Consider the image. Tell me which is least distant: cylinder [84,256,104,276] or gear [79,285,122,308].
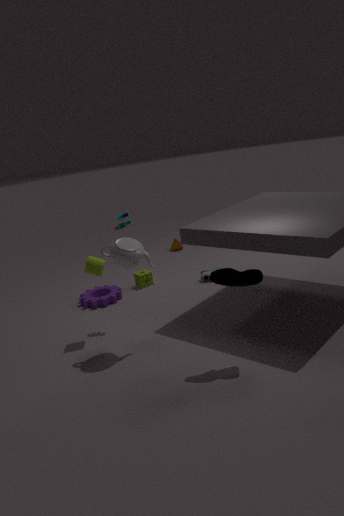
cylinder [84,256,104,276]
